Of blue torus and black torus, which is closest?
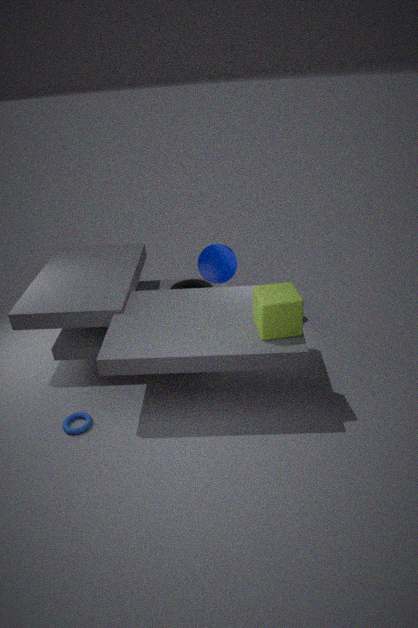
blue torus
